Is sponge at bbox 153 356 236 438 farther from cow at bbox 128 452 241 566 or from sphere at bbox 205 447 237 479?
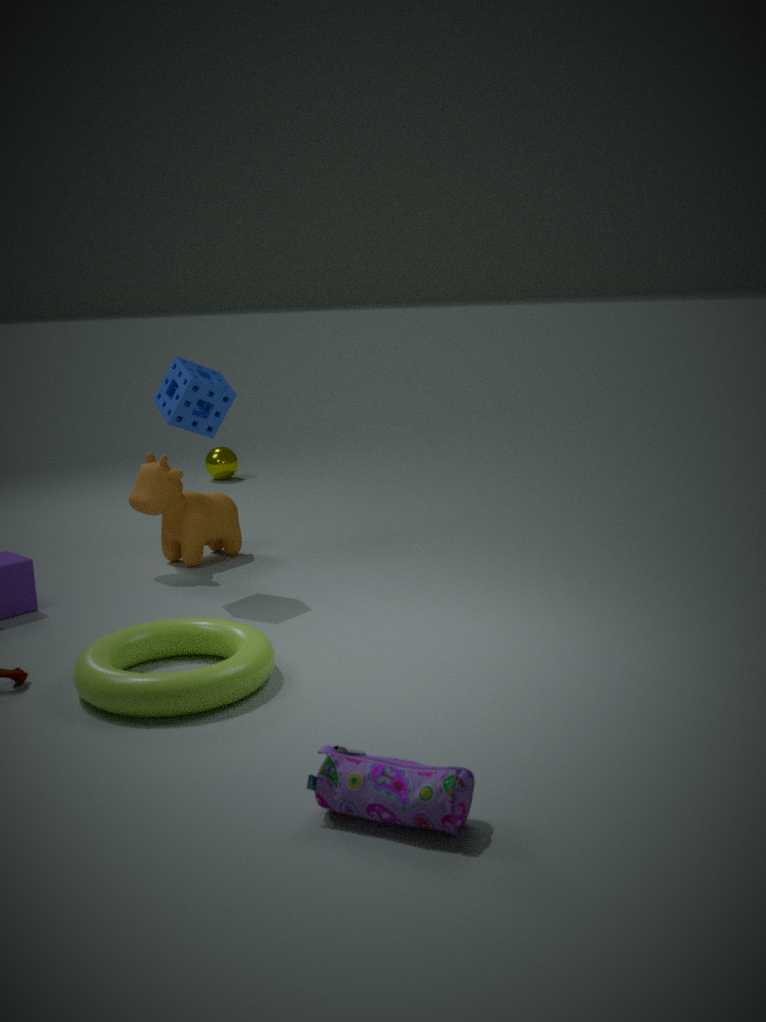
sphere at bbox 205 447 237 479
